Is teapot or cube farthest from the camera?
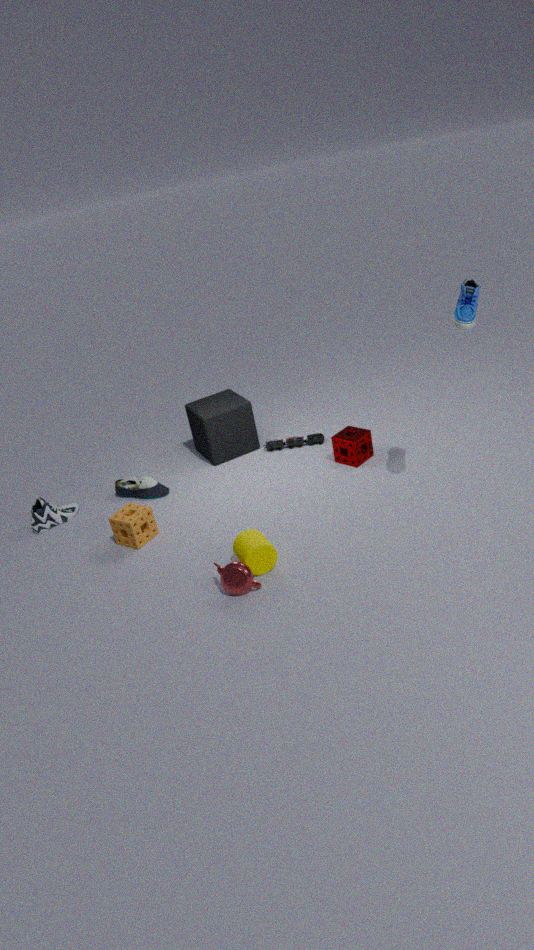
cube
